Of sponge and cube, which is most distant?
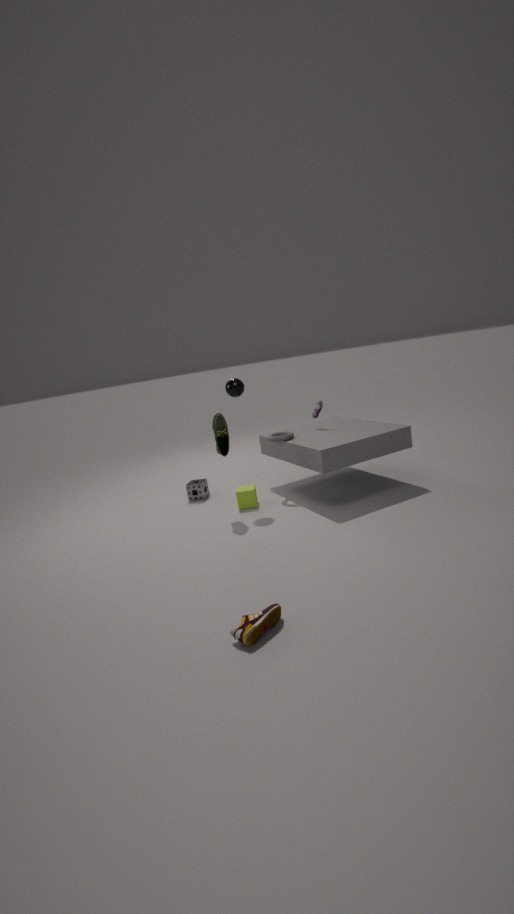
sponge
